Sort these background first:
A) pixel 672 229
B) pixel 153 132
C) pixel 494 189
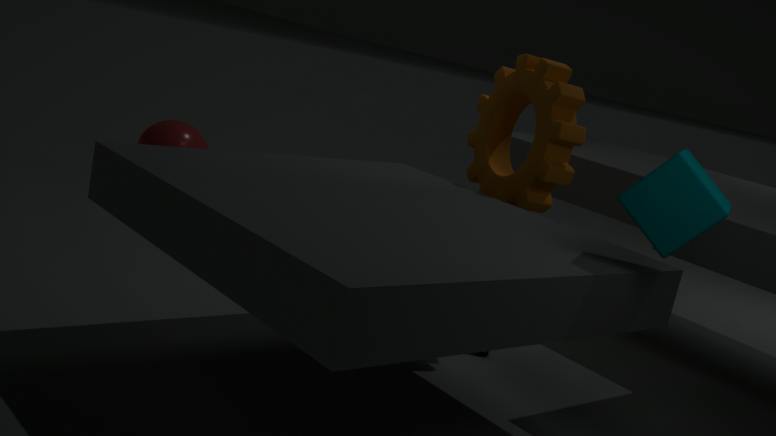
pixel 153 132 → pixel 494 189 → pixel 672 229
